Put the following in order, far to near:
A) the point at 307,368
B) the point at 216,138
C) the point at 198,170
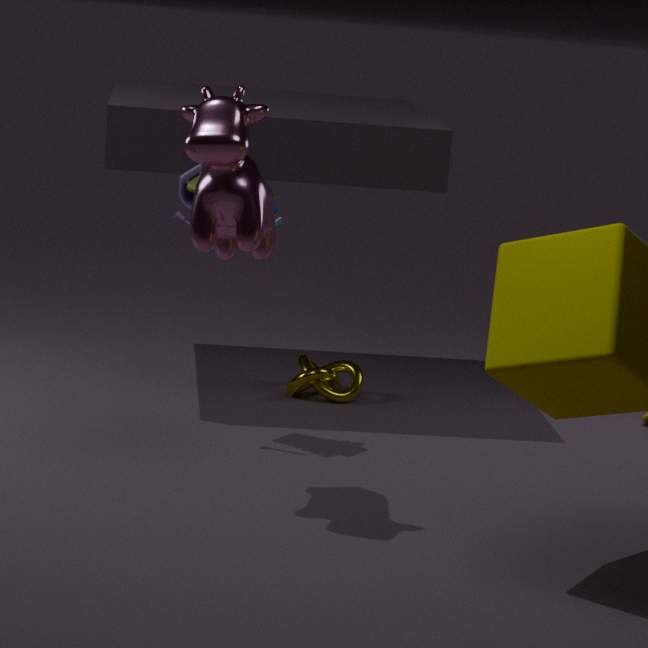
1. the point at 307,368
2. the point at 198,170
3. the point at 216,138
